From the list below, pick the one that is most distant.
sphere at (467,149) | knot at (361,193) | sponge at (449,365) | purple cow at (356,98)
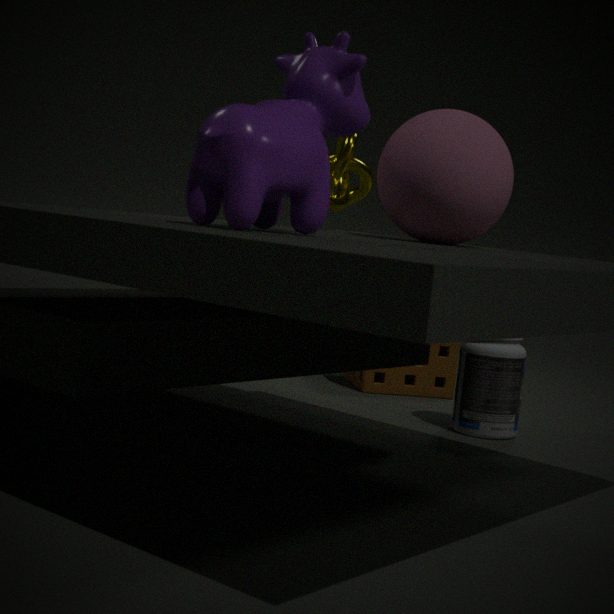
sponge at (449,365)
